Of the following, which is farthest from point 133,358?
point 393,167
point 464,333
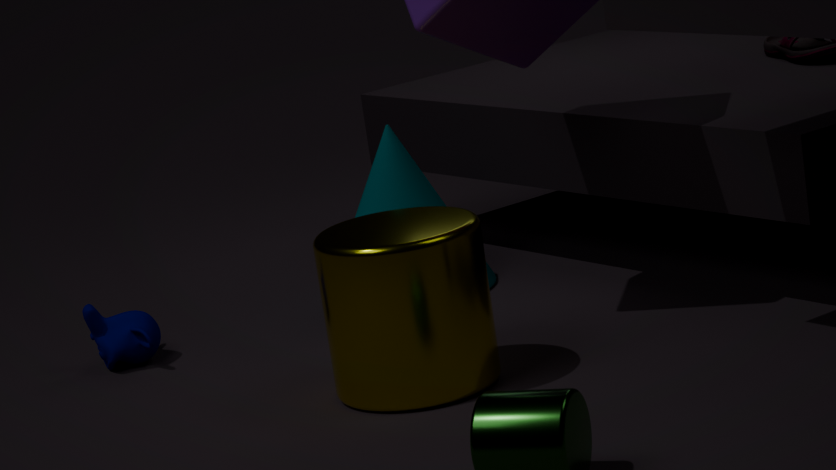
point 464,333
